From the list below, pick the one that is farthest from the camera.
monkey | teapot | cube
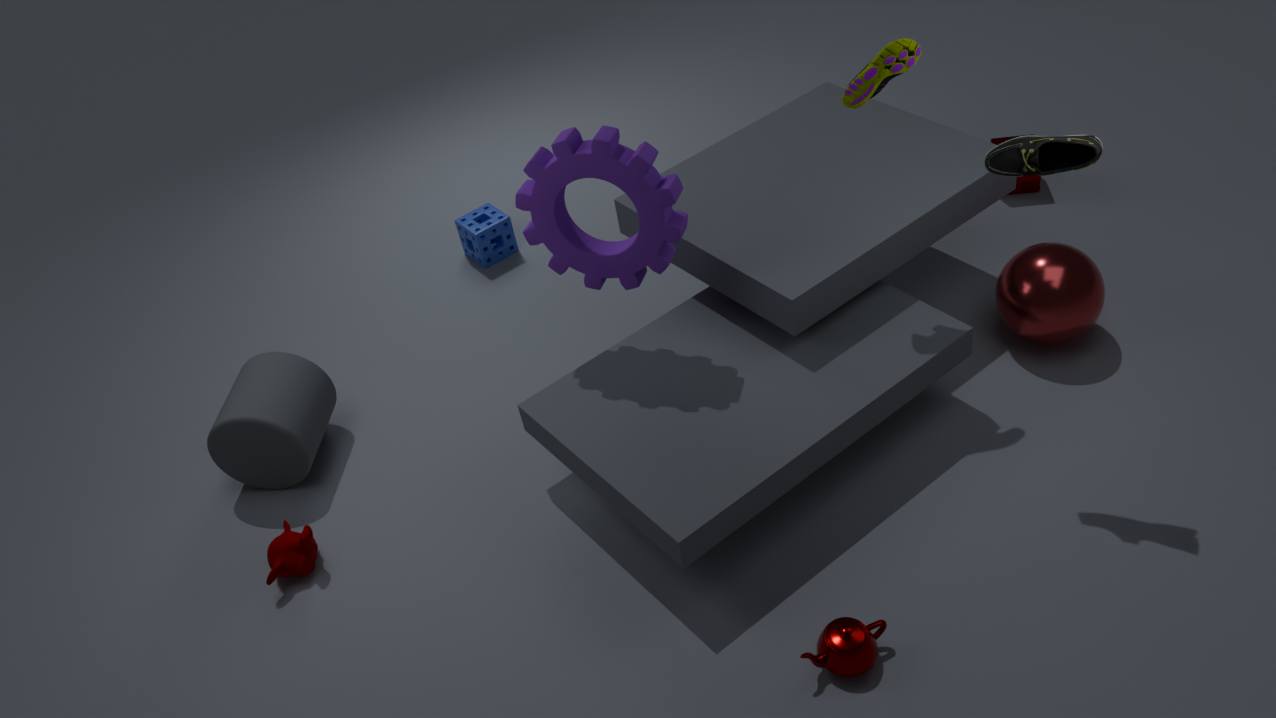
cube
